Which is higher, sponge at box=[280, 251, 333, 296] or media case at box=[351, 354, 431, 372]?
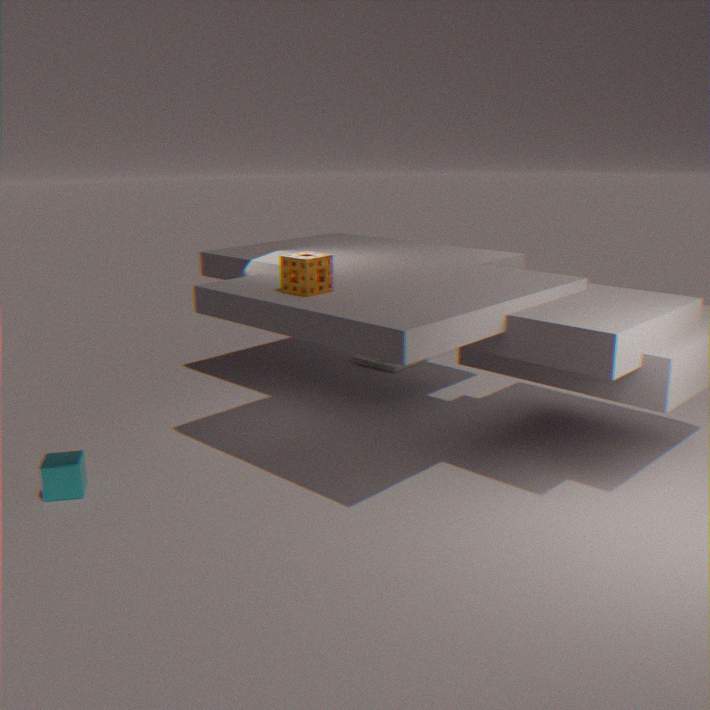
sponge at box=[280, 251, 333, 296]
